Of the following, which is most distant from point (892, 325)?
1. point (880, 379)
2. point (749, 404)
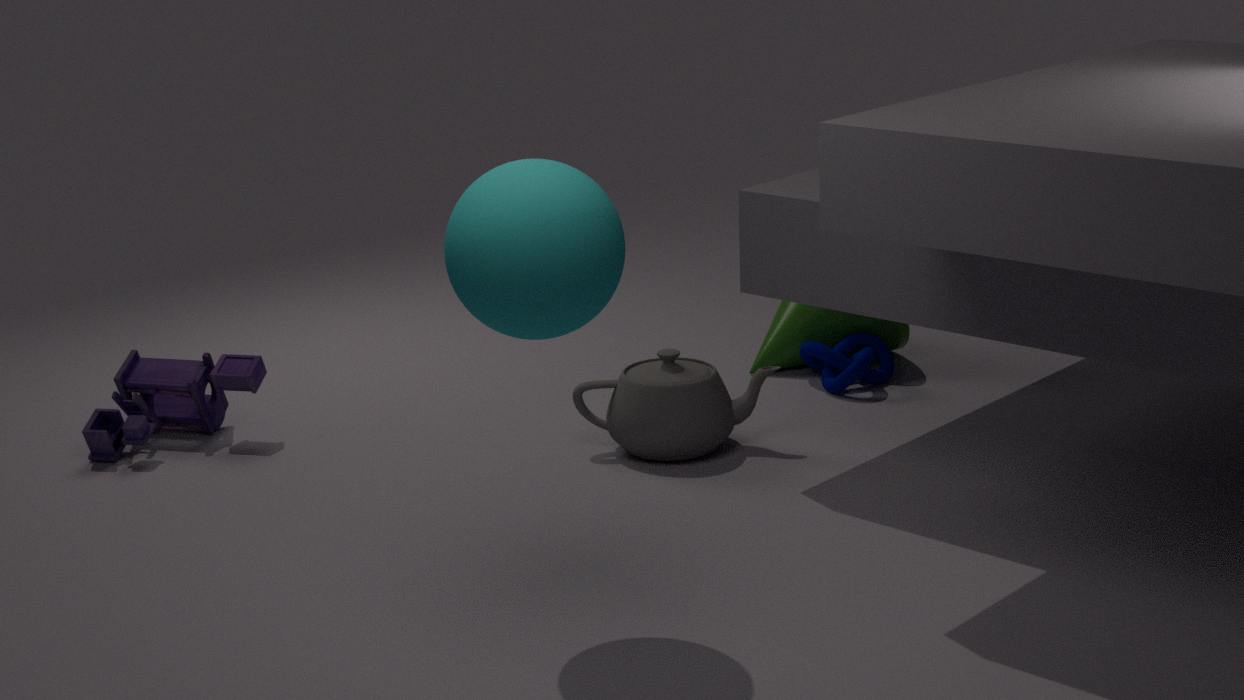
point (749, 404)
